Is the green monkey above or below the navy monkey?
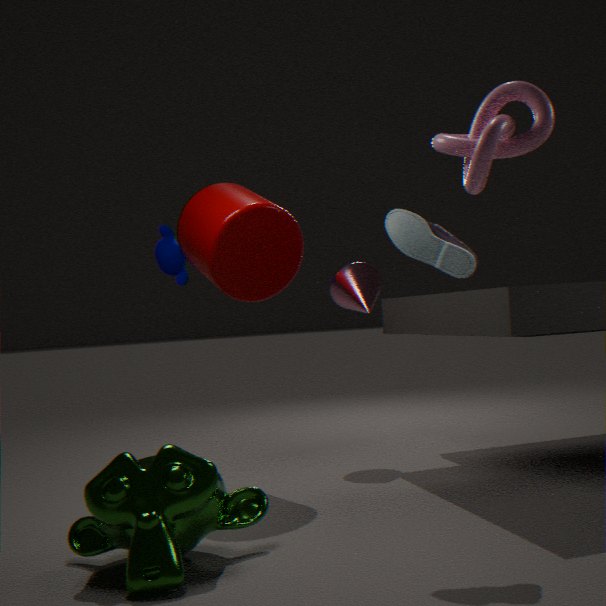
below
